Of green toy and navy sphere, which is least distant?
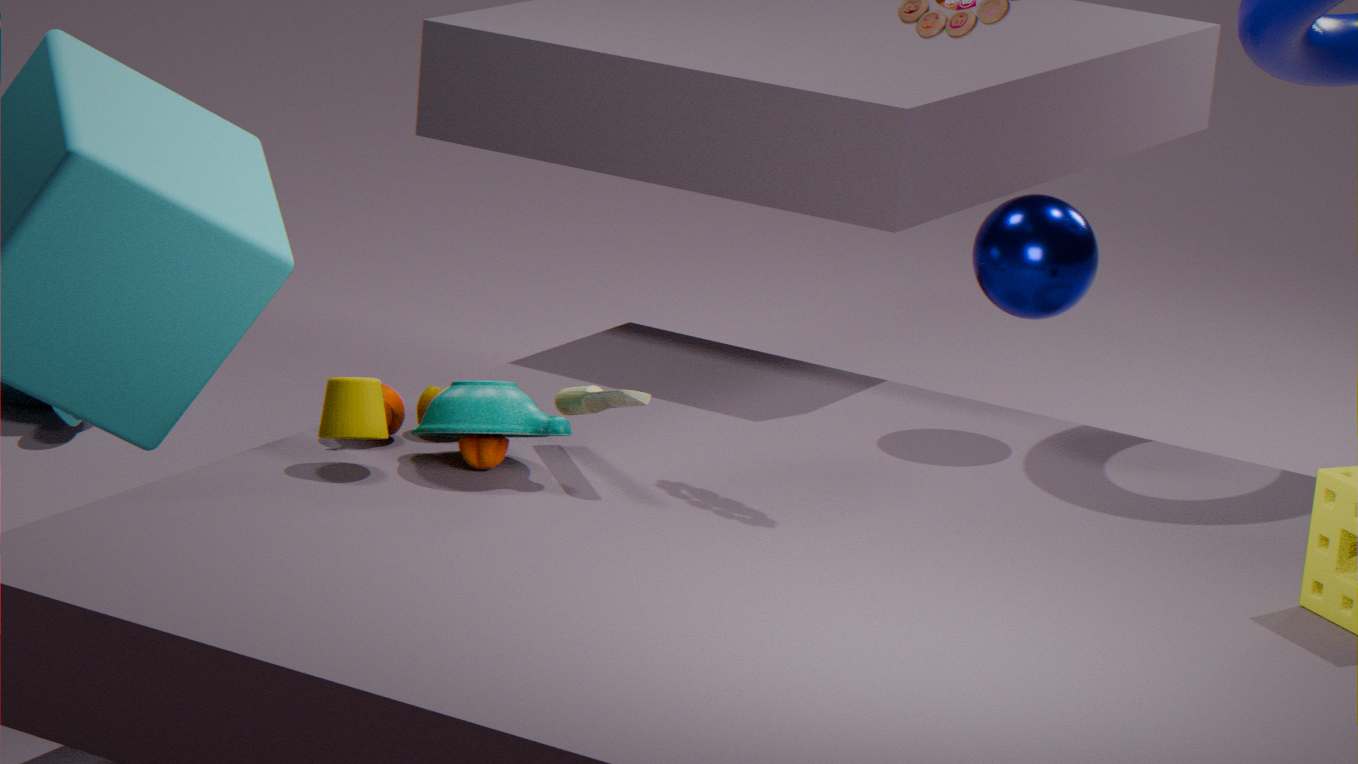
green toy
